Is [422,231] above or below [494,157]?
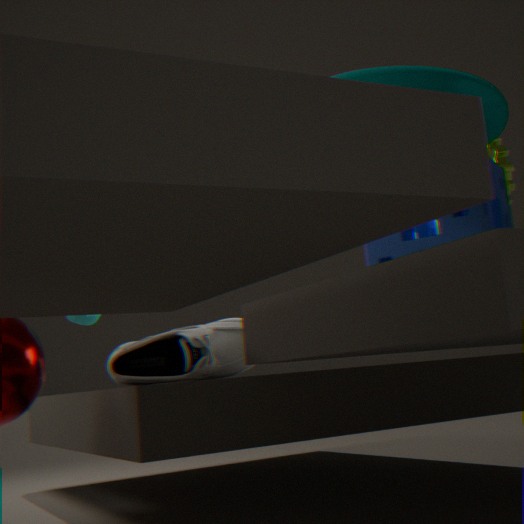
below
